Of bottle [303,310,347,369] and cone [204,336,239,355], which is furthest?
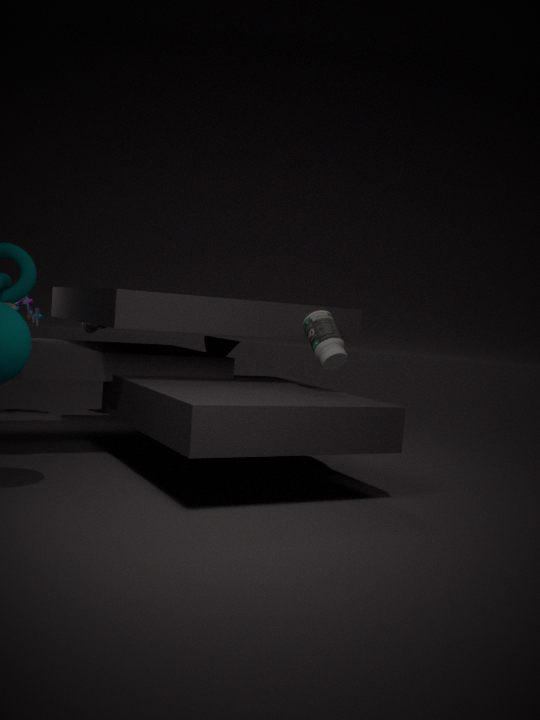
cone [204,336,239,355]
